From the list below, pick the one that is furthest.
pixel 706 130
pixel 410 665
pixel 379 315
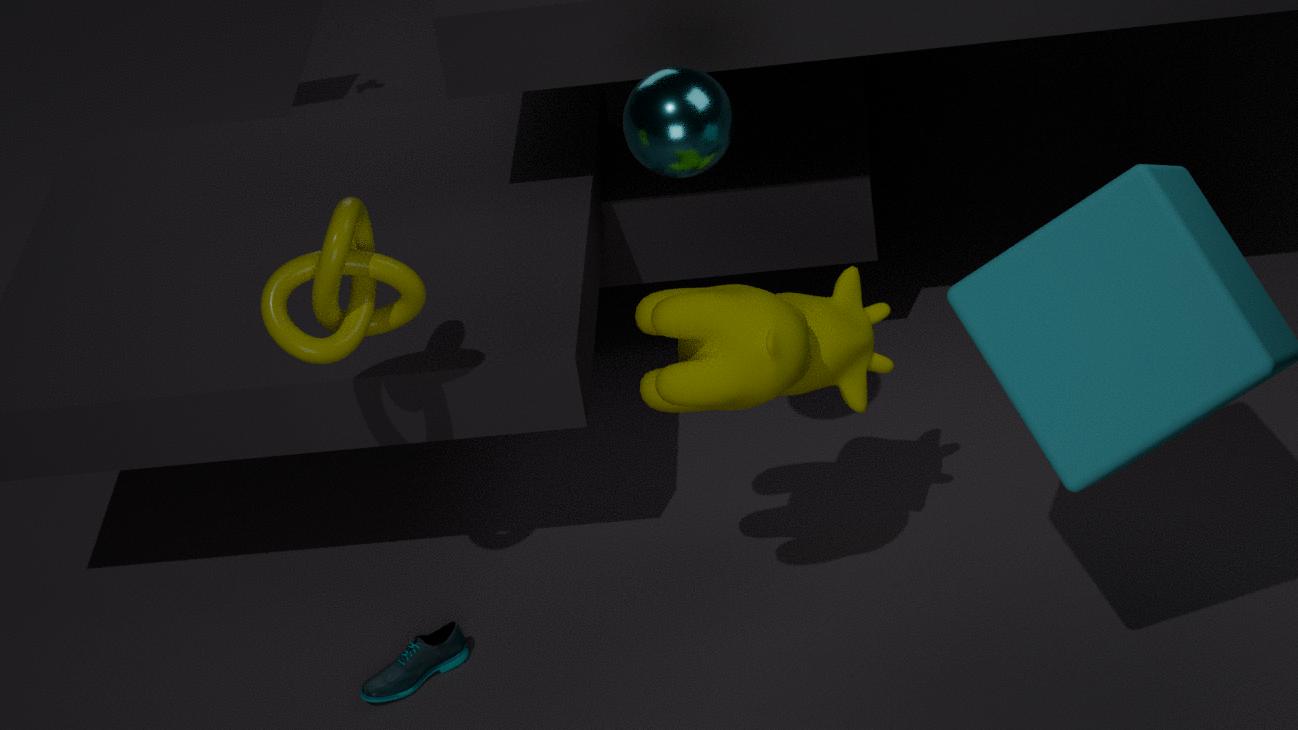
pixel 410 665
